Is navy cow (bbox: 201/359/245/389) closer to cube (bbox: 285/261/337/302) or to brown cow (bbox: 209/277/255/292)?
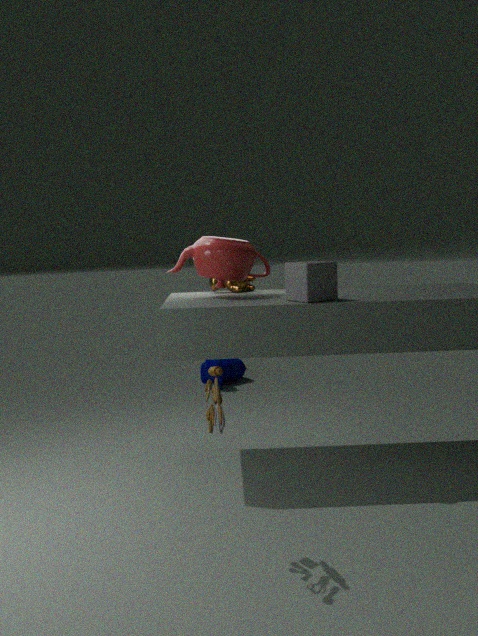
brown cow (bbox: 209/277/255/292)
